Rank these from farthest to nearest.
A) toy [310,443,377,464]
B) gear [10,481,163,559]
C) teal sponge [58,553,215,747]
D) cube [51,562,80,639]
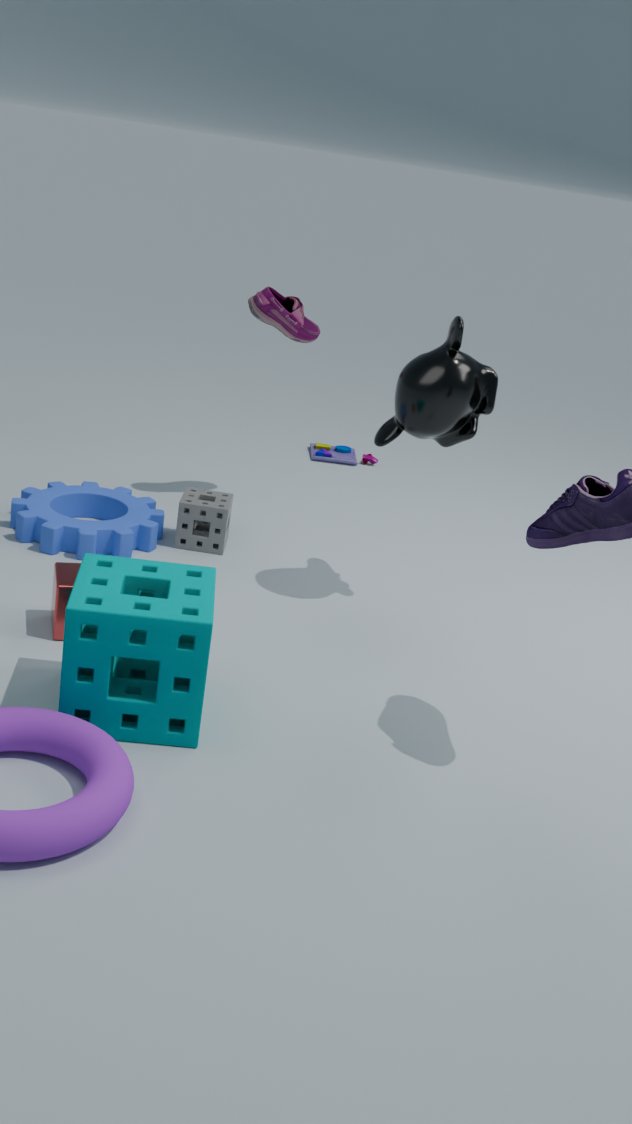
A. toy [310,443,377,464]
B. gear [10,481,163,559]
D. cube [51,562,80,639]
C. teal sponge [58,553,215,747]
